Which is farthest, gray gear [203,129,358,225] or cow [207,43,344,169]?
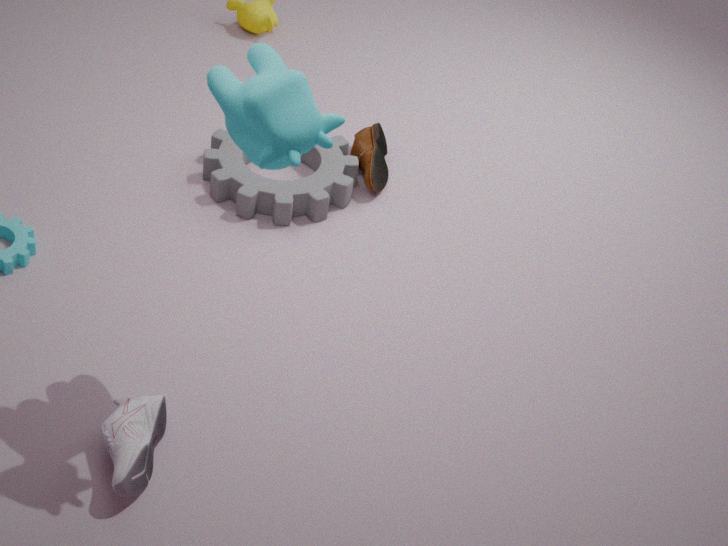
gray gear [203,129,358,225]
